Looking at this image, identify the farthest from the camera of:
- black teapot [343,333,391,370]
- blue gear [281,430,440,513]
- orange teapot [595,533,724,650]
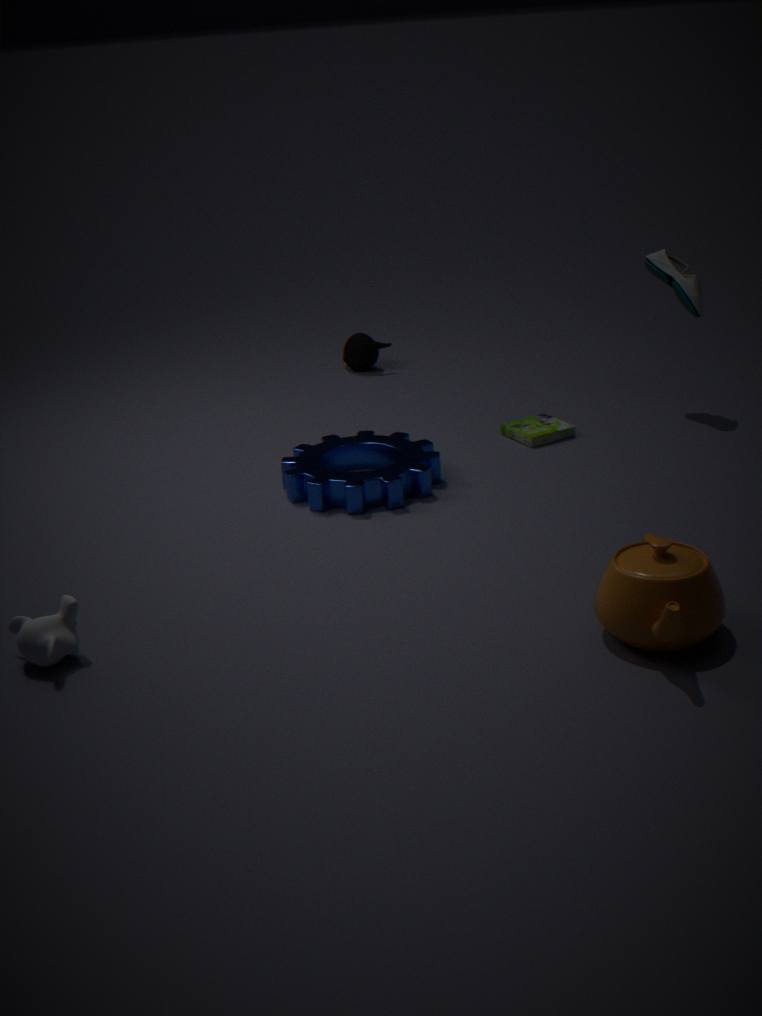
black teapot [343,333,391,370]
